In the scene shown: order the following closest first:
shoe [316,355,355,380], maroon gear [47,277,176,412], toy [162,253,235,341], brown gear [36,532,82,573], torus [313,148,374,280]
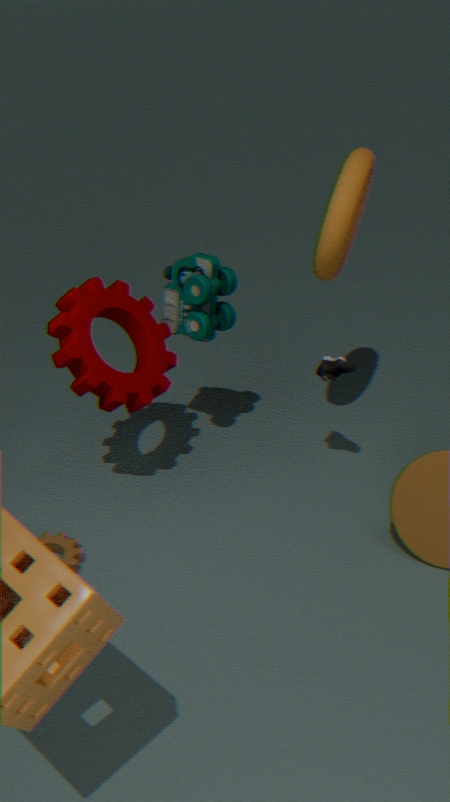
1. torus [313,148,374,280]
2. brown gear [36,532,82,573]
3. maroon gear [47,277,176,412]
4. shoe [316,355,355,380]
5. toy [162,253,235,341]
